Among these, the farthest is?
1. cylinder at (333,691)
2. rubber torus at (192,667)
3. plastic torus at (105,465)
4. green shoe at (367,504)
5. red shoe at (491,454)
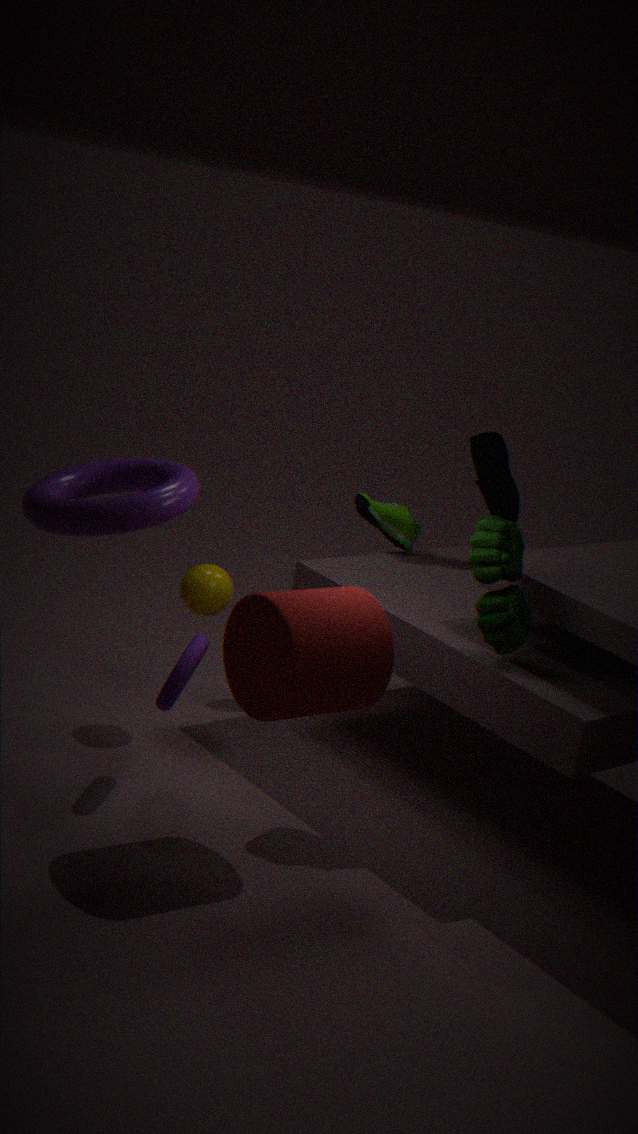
red shoe at (491,454)
